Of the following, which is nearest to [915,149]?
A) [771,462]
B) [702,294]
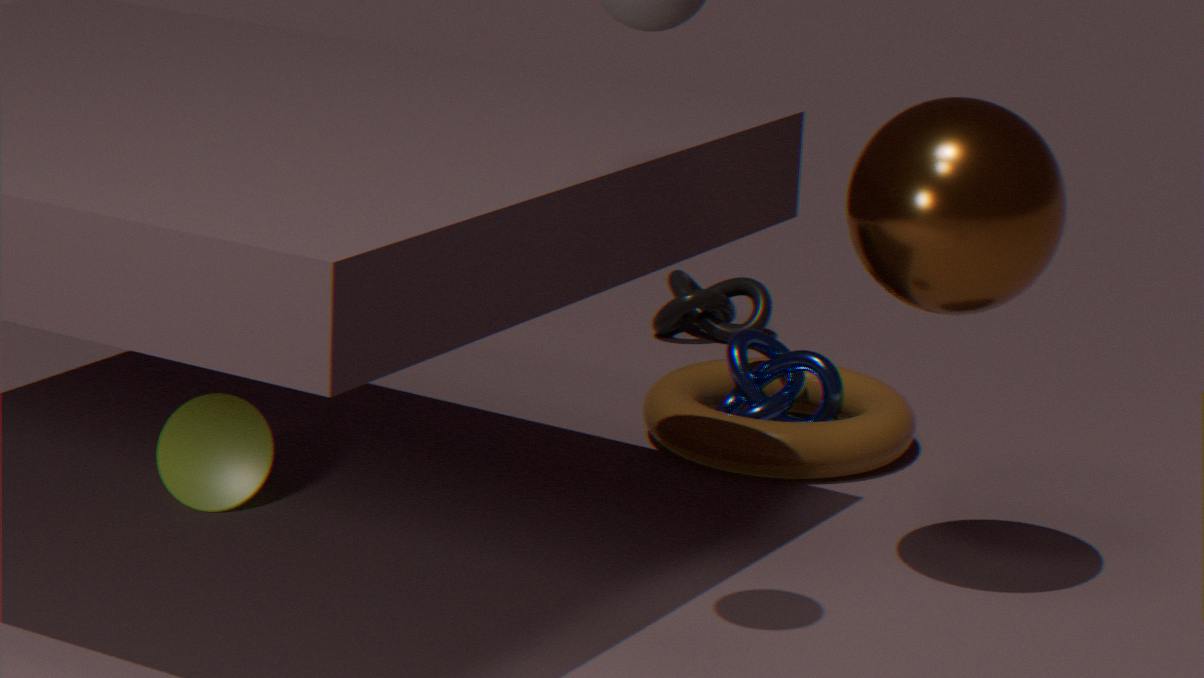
[771,462]
